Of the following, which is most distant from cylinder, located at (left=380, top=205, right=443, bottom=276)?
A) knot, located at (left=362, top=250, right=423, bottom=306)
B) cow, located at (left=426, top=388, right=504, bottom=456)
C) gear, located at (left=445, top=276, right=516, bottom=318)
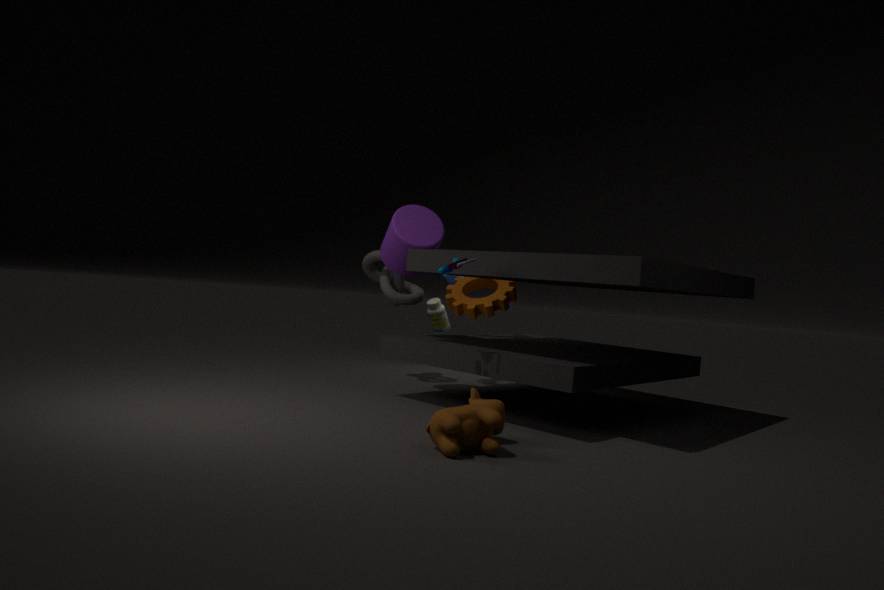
cow, located at (left=426, top=388, right=504, bottom=456)
